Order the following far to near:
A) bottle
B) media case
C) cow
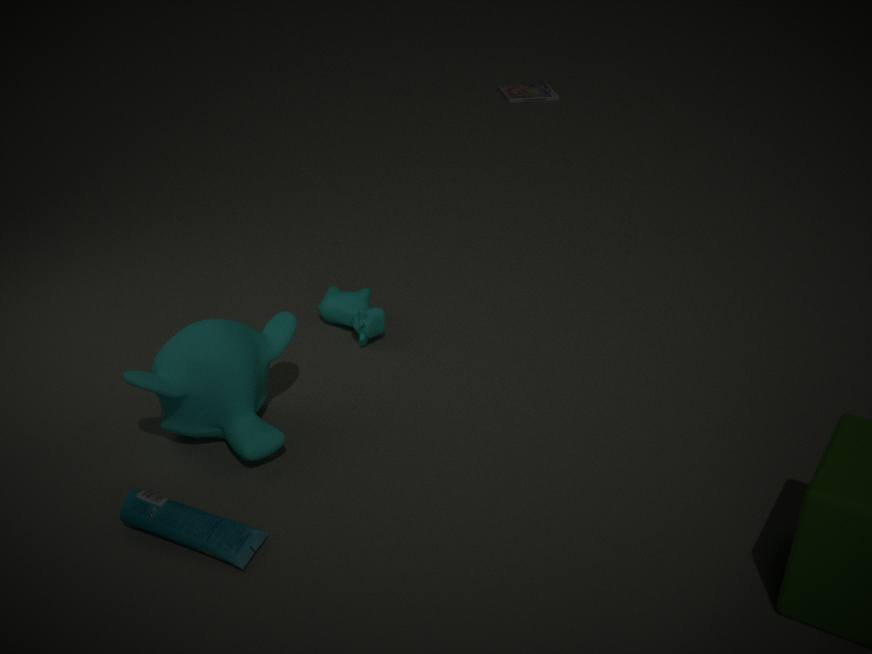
media case → cow → bottle
